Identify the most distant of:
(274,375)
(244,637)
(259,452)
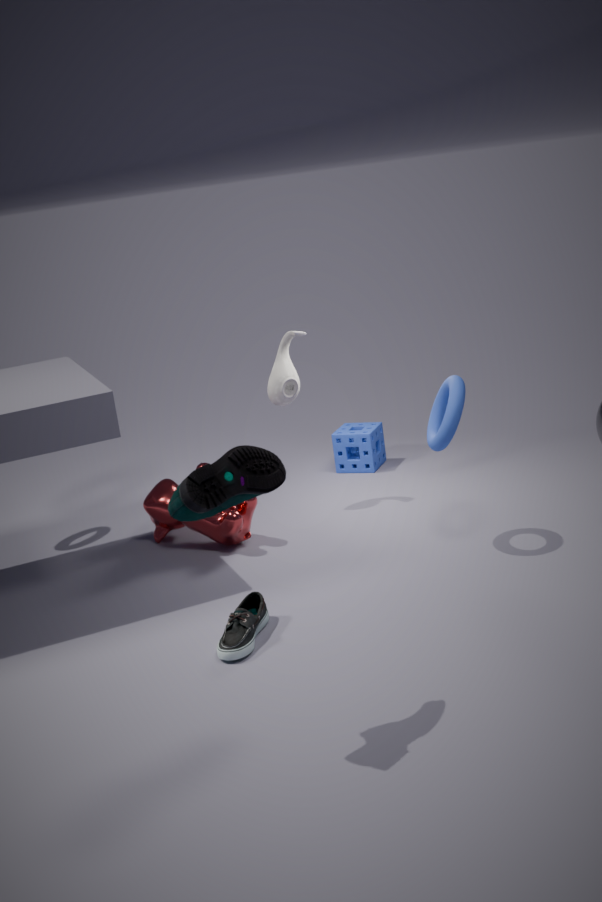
(274,375)
